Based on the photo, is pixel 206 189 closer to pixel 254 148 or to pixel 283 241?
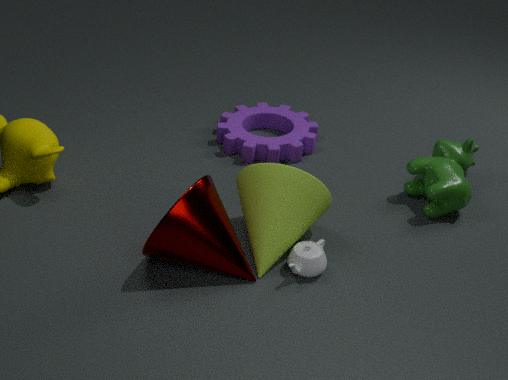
pixel 283 241
